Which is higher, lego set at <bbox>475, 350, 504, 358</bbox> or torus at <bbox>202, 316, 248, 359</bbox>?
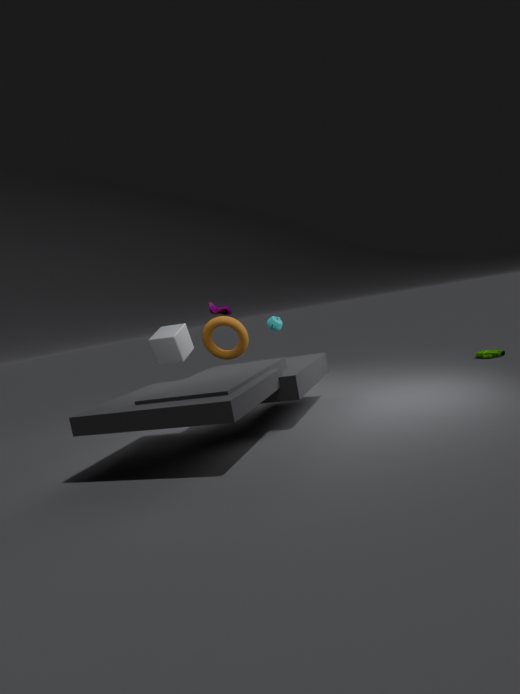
torus at <bbox>202, 316, 248, 359</bbox>
